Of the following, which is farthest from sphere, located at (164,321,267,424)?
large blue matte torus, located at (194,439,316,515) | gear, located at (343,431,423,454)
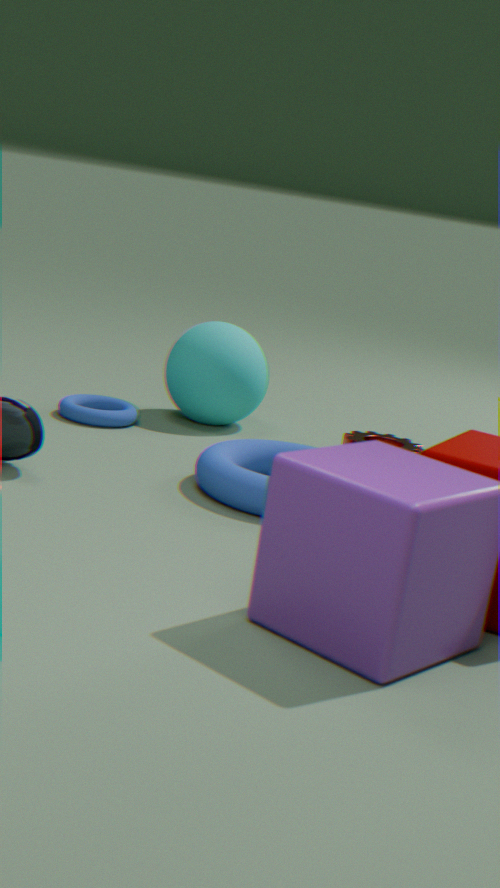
large blue matte torus, located at (194,439,316,515)
